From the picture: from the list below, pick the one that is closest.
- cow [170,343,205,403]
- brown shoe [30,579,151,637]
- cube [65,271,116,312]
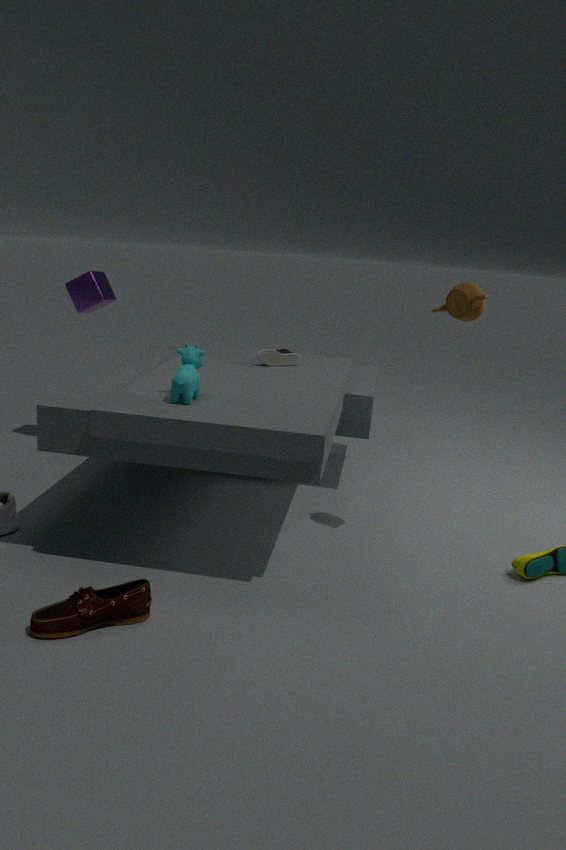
brown shoe [30,579,151,637]
